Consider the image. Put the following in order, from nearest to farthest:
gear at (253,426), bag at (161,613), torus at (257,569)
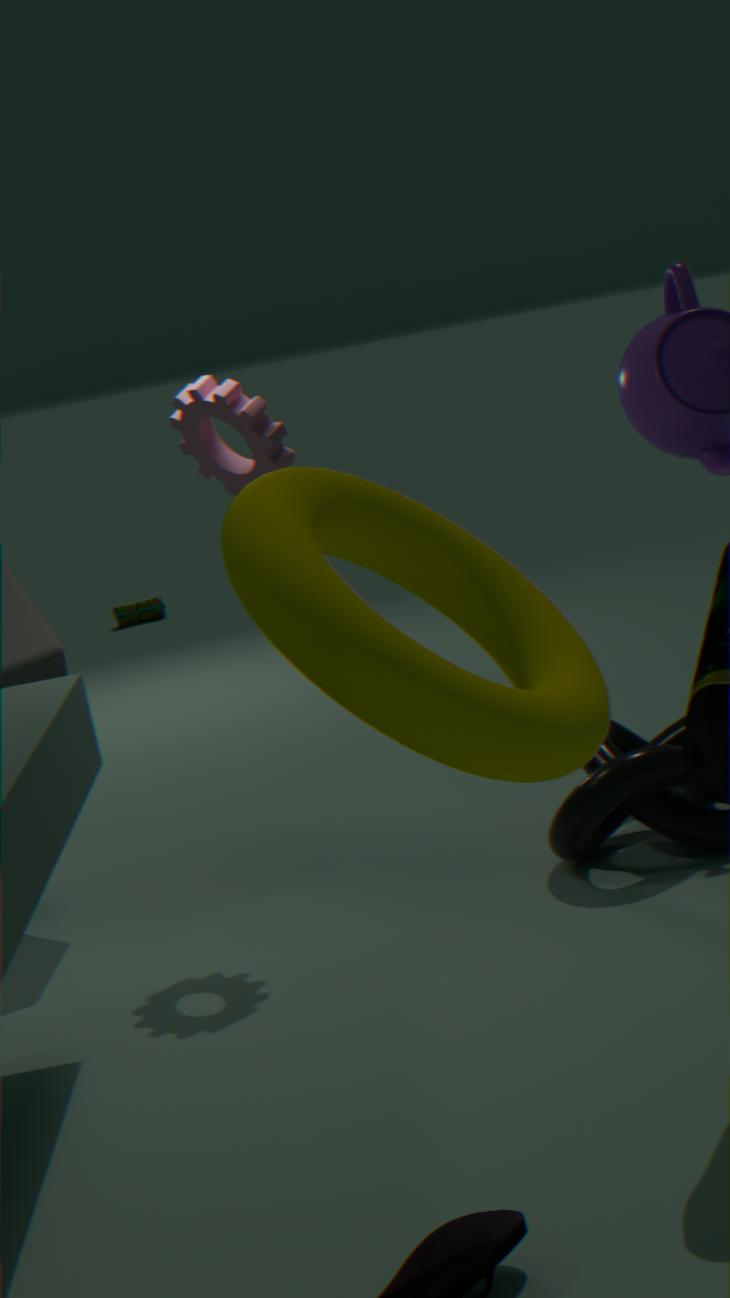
1. torus at (257,569)
2. gear at (253,426)
3. bag at (161,613)
